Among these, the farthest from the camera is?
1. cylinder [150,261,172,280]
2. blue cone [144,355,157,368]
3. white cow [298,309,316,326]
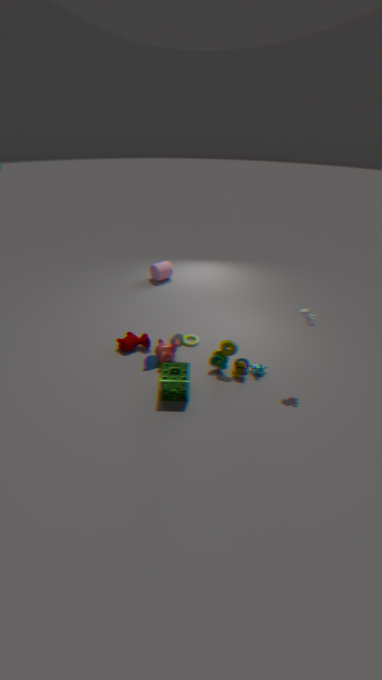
cylinder [150,261,172,280]
